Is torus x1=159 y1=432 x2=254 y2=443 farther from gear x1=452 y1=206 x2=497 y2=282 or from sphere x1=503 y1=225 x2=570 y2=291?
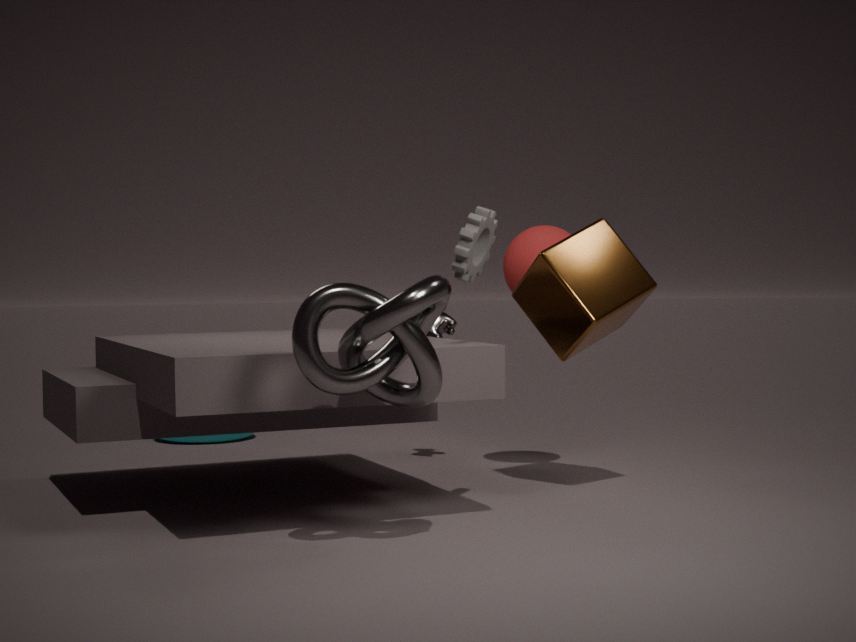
gear x1=452 y1=206 x2=497 y2=282
